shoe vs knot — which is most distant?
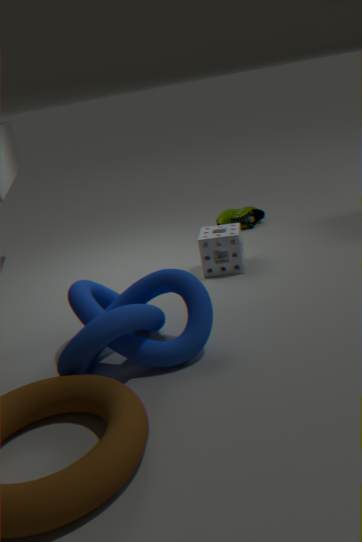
shoe
